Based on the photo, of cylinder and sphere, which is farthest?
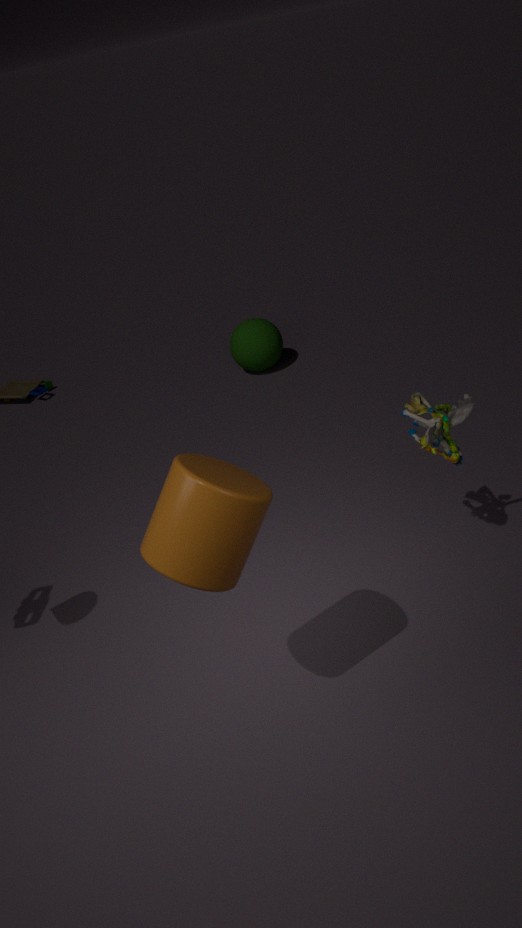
sphere
